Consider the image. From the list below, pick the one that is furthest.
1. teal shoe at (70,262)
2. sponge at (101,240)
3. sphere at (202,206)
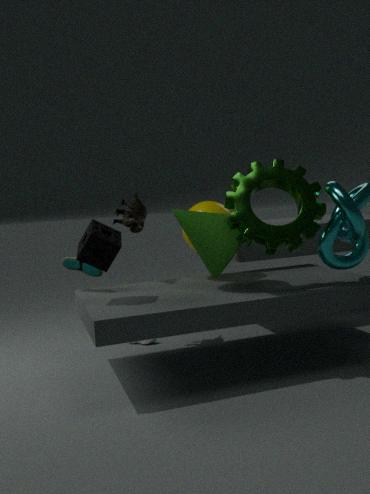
sphere at (202,206)
